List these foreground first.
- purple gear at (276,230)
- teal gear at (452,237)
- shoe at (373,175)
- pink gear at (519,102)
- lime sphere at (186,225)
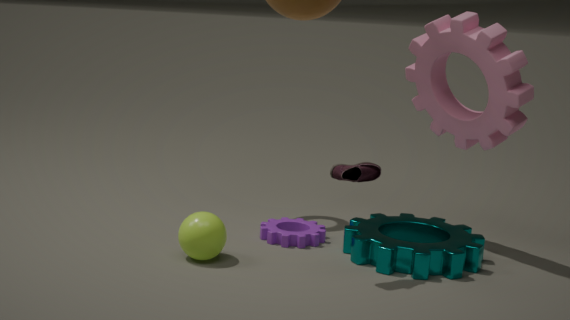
shoe at (373,175), lime sphere at (186,225), teal gear at (452,237), pink gear at (519,102), purple gear at (276,230)
